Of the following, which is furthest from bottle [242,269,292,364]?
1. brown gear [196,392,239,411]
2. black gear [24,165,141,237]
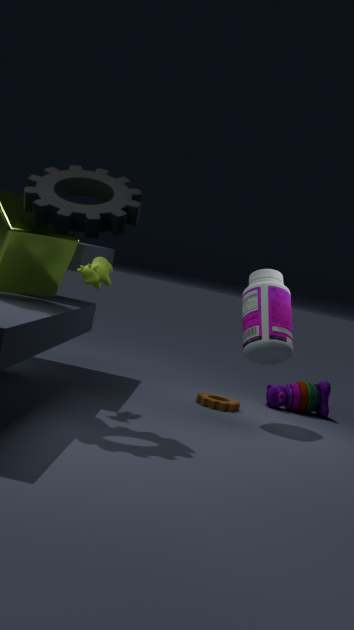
black gear [24,165,141,237]
